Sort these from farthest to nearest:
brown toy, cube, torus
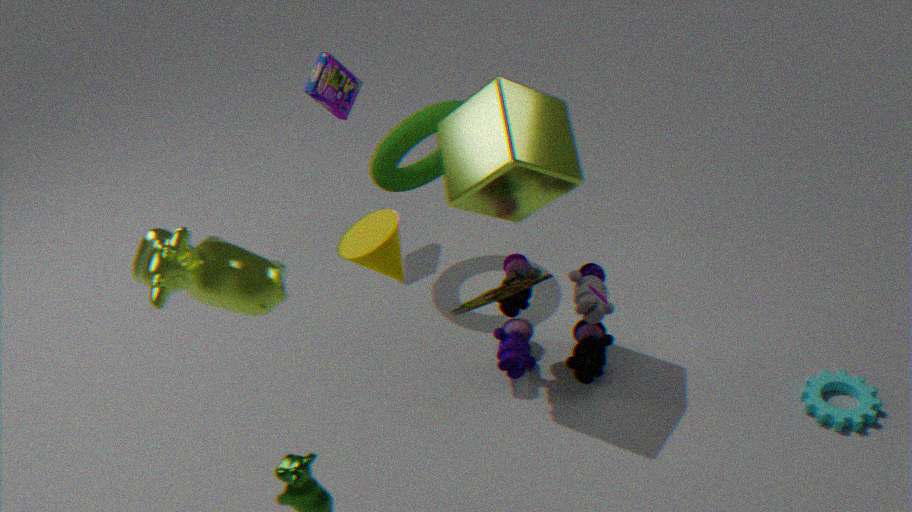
torus
cube
brown toy
